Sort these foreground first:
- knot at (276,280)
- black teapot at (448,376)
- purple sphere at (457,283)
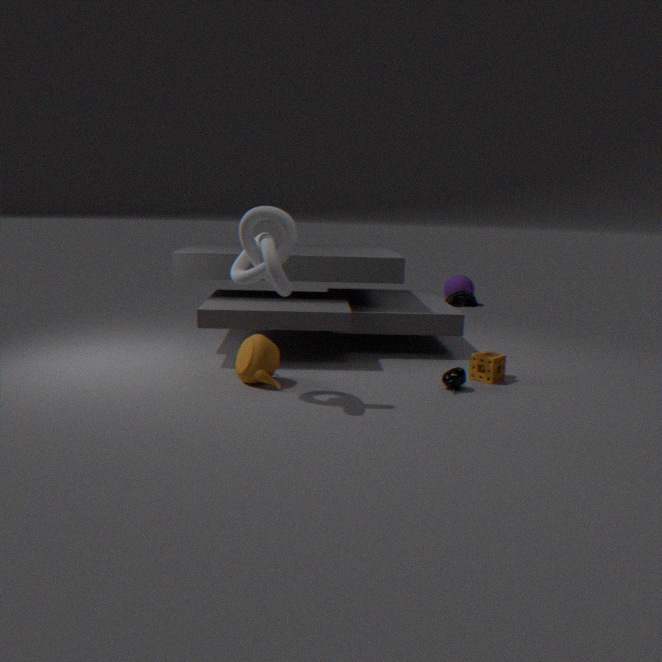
1. knot at (276,280)
2. black teapot at (448,376)
3. purple sphere at (457,283)
